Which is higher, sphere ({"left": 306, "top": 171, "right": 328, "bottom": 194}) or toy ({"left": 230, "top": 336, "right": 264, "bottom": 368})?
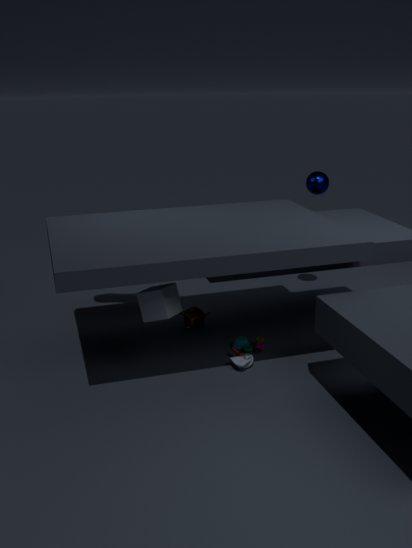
sphere ({"left": 306, "top": 171, "right": 328, "bottom": 194})
